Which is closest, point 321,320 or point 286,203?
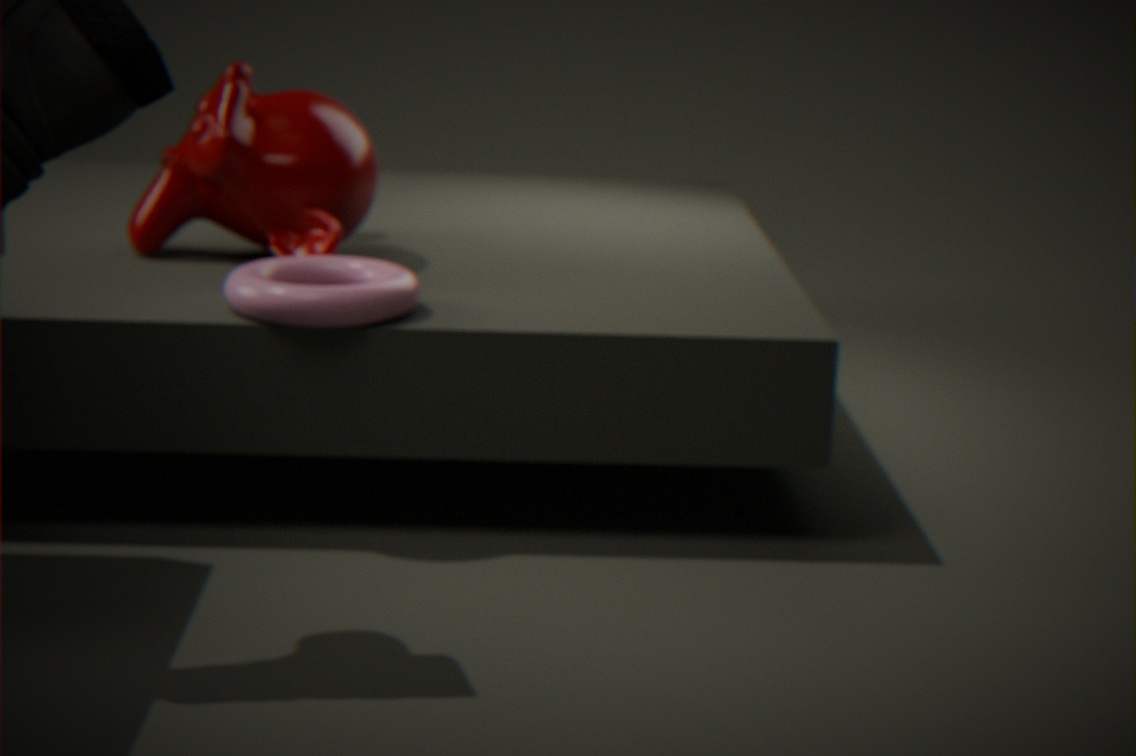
point 321,320
